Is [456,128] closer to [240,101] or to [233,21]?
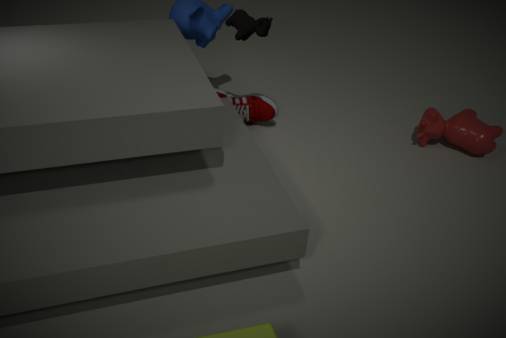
[240,101]
